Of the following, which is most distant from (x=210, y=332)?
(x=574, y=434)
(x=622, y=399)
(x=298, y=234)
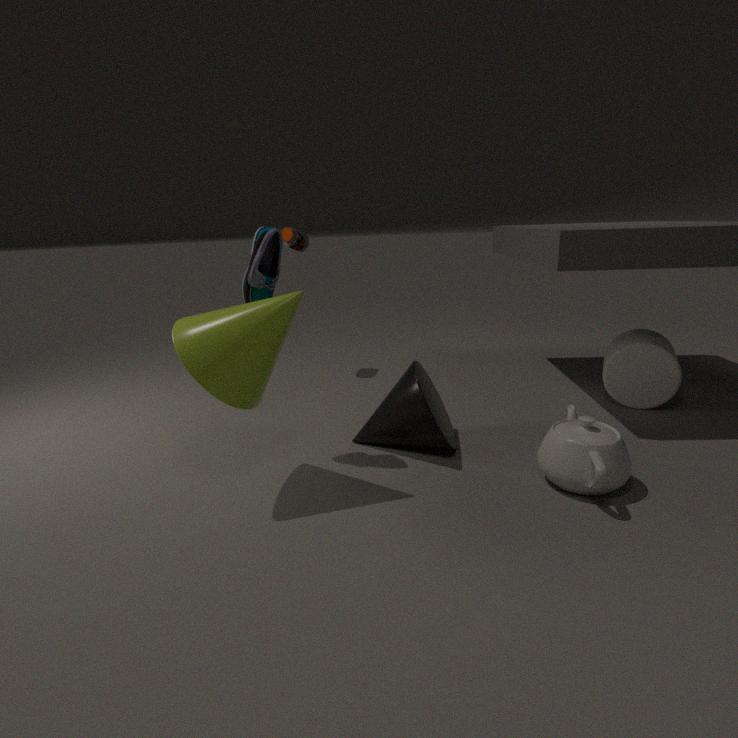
(x=622, y=399)
